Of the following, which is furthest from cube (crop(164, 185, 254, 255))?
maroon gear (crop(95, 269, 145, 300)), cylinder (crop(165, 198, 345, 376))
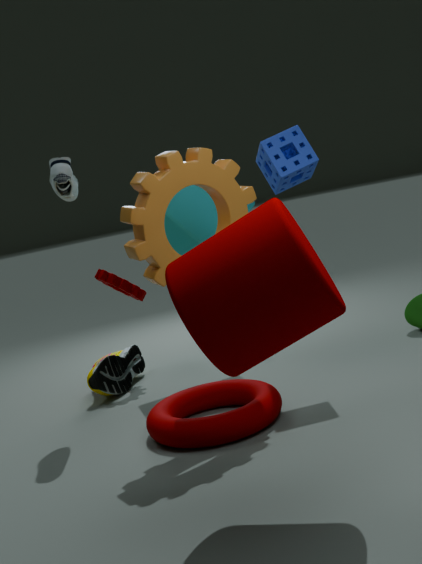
cylinder (crop(165, 198, 345, 376))
